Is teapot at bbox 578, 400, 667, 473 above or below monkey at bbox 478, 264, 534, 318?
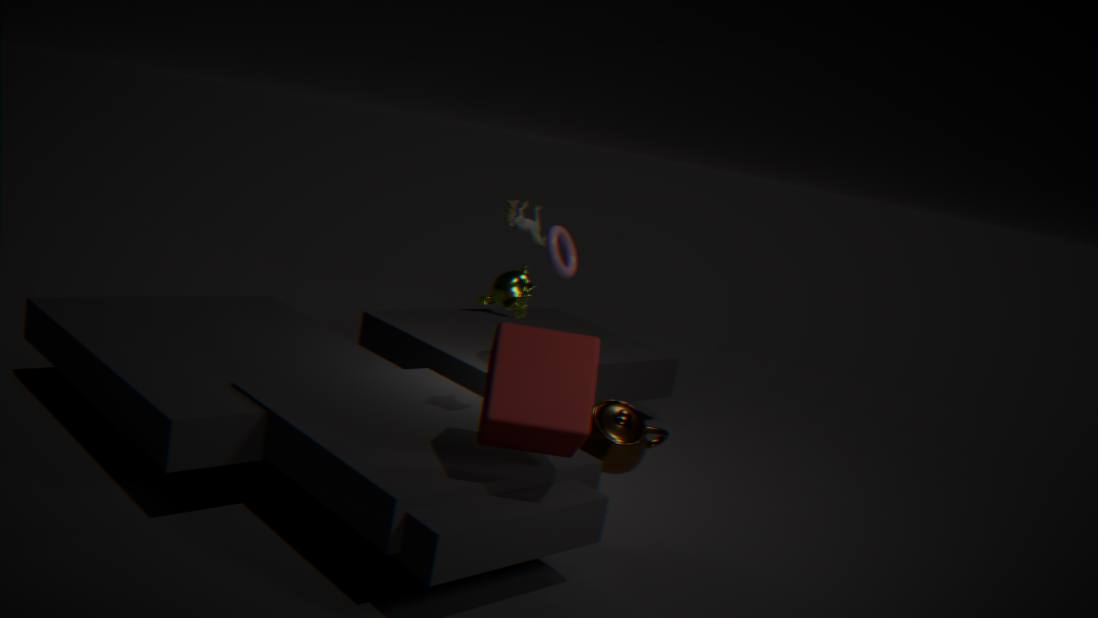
below
